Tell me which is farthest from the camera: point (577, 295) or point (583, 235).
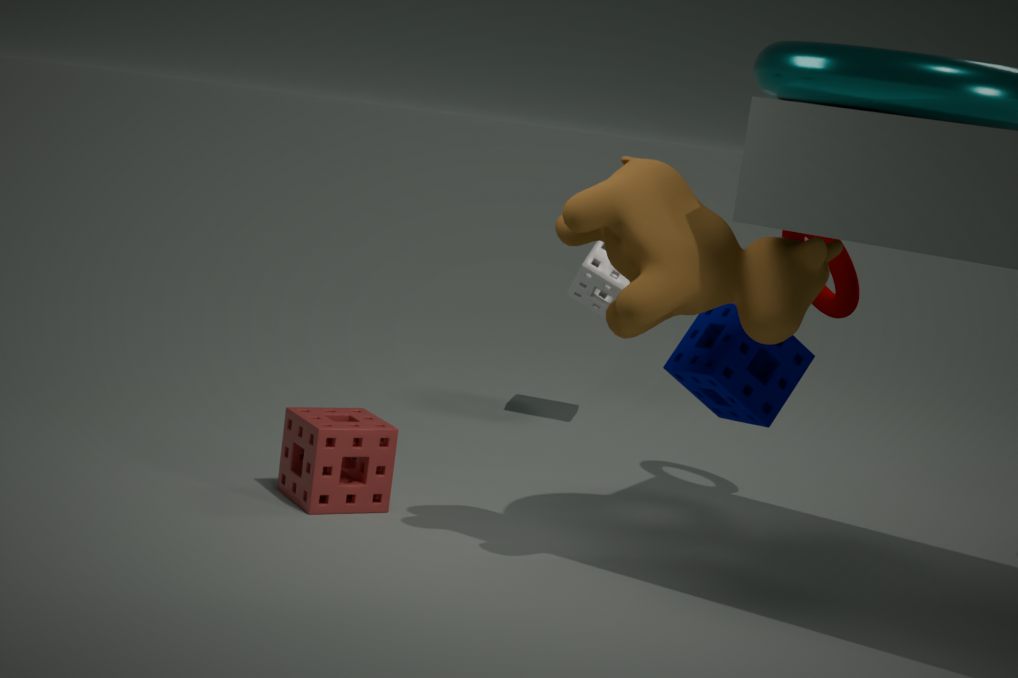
point (577, 295)
